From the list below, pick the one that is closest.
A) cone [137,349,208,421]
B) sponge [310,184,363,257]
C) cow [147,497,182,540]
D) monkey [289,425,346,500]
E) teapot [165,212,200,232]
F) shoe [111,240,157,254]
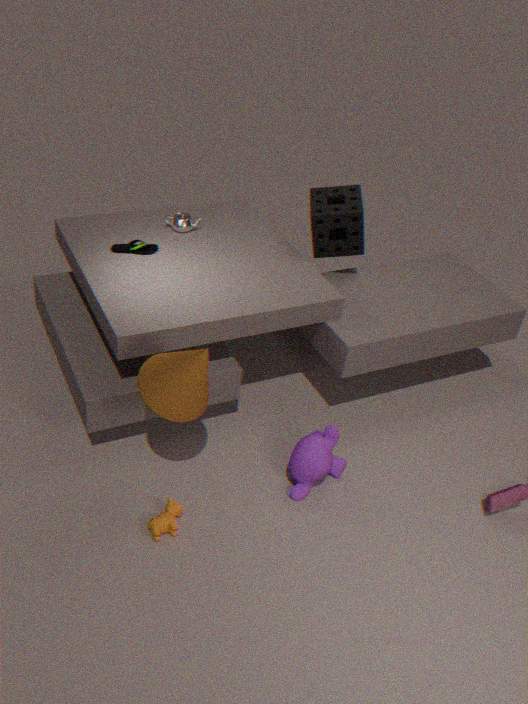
cone [137,349,208,421]
